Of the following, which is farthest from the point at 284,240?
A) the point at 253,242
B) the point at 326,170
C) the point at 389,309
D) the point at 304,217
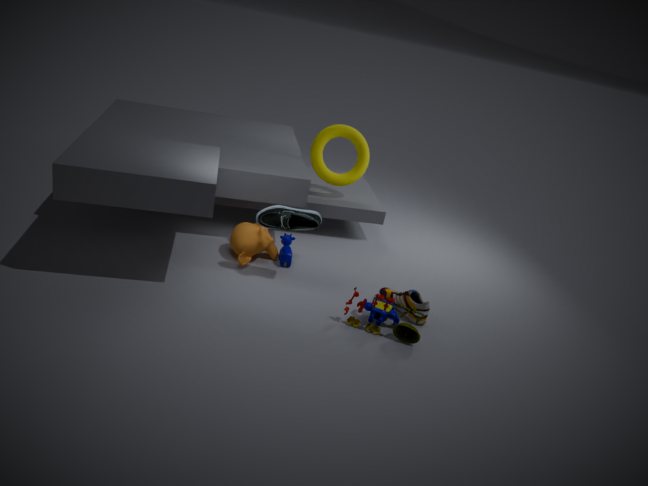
the point at 326,170
